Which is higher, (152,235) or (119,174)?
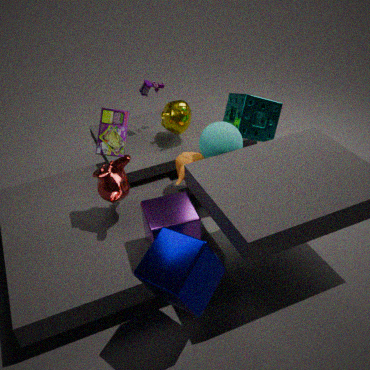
(119,174)
